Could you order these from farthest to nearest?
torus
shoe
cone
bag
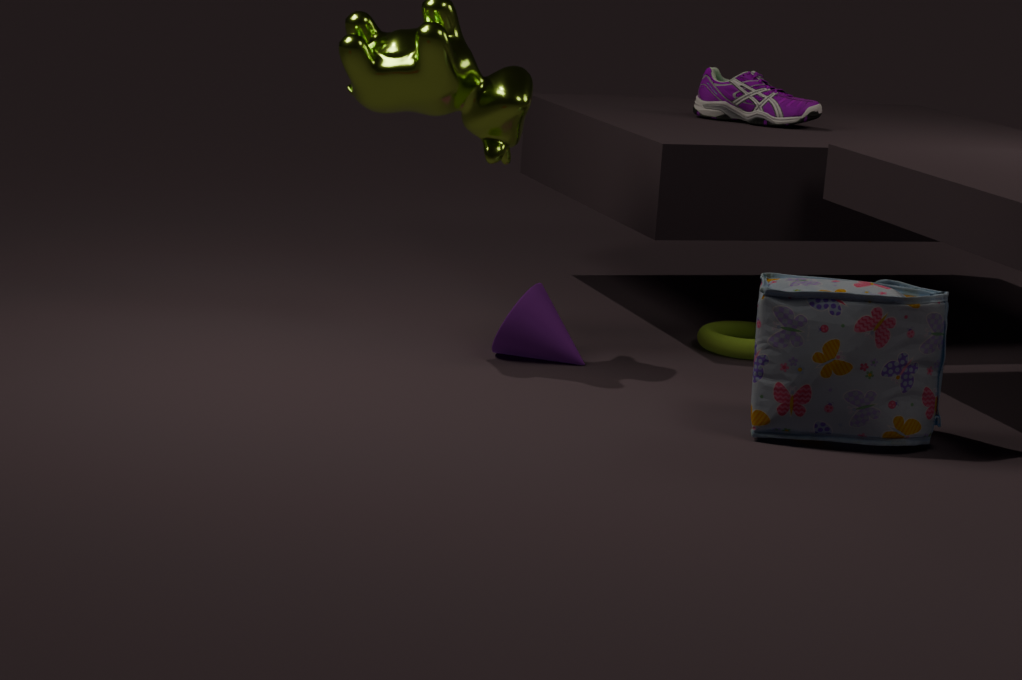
shoe
torus
cone
bag
